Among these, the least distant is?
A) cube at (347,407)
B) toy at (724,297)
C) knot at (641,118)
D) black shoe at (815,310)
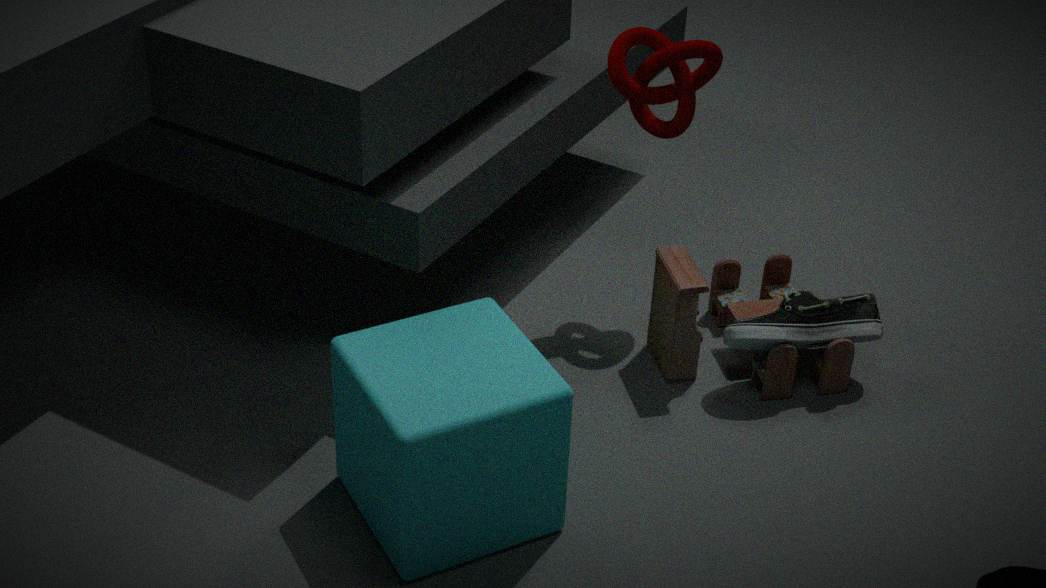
cube at (347,407)
